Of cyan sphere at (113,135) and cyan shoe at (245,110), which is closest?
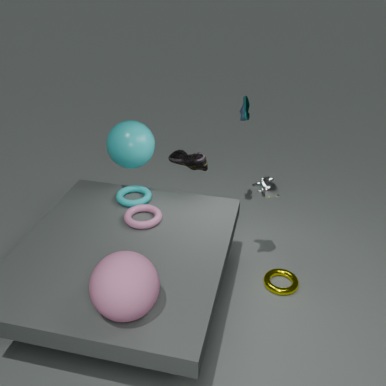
cyan sphere at (113,135)
